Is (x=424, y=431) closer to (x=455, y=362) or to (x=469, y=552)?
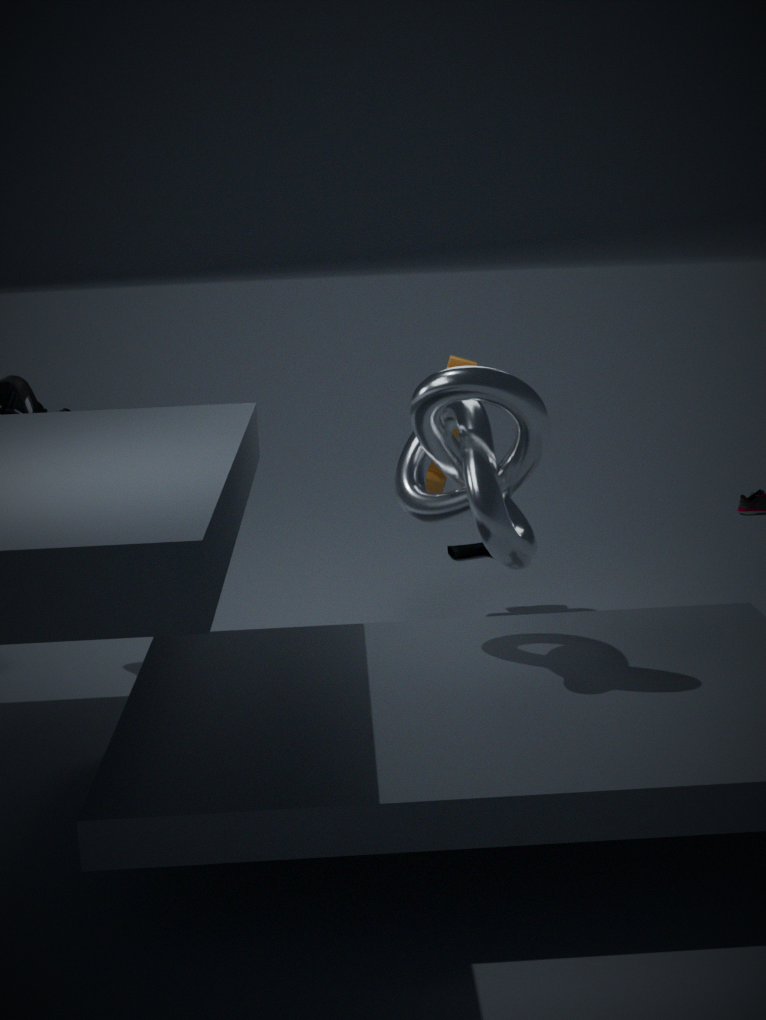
(x=455, y=362)
